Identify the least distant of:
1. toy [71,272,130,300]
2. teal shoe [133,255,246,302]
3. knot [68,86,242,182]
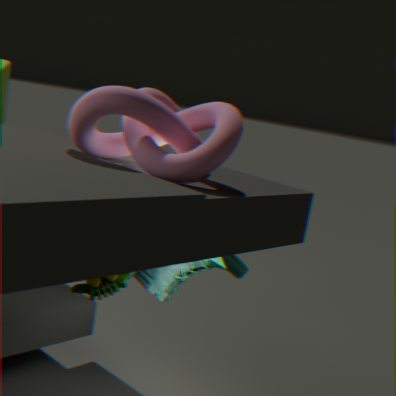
knot [68,86,242,182]
